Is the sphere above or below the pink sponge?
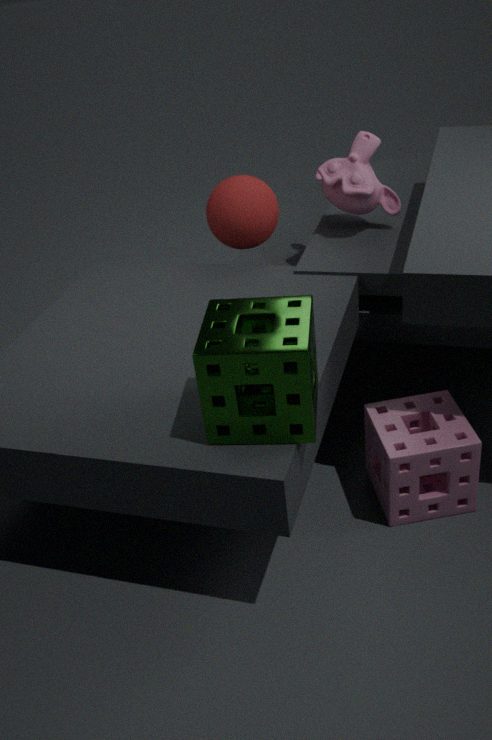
above
